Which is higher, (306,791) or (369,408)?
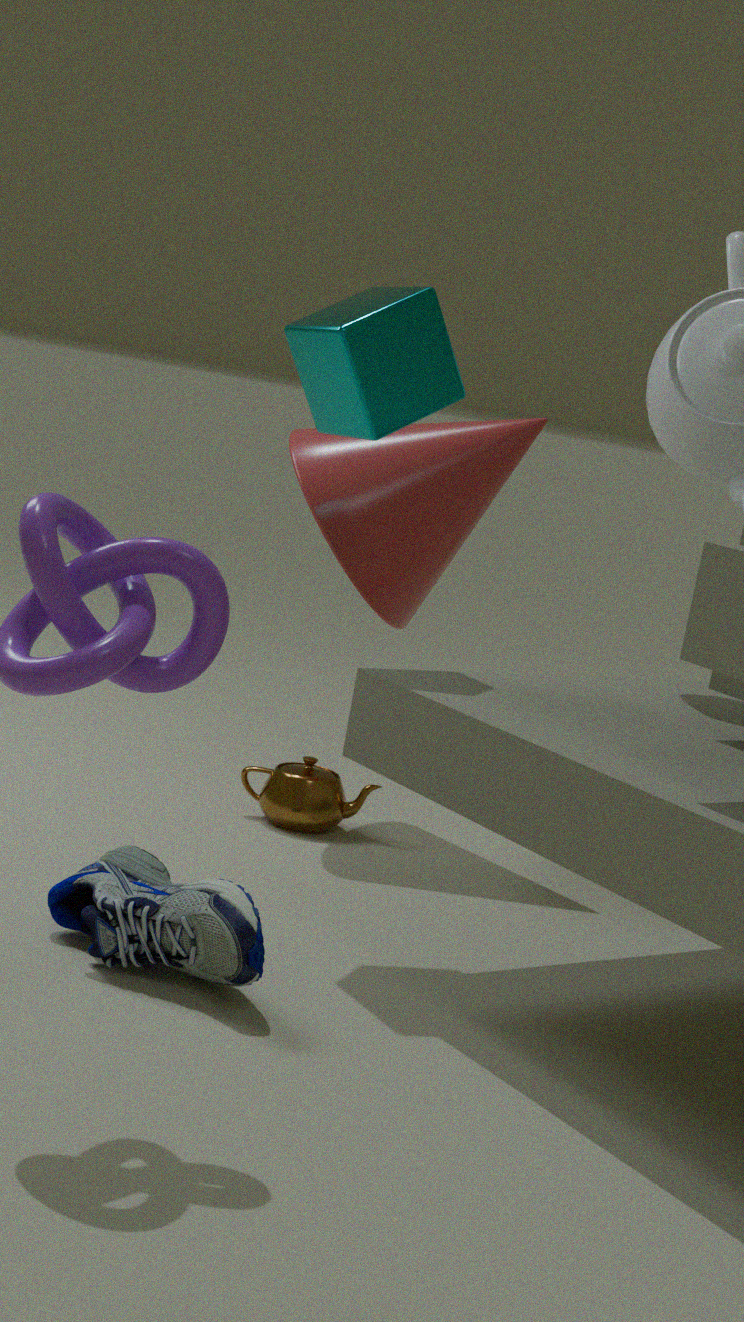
(369,408)
